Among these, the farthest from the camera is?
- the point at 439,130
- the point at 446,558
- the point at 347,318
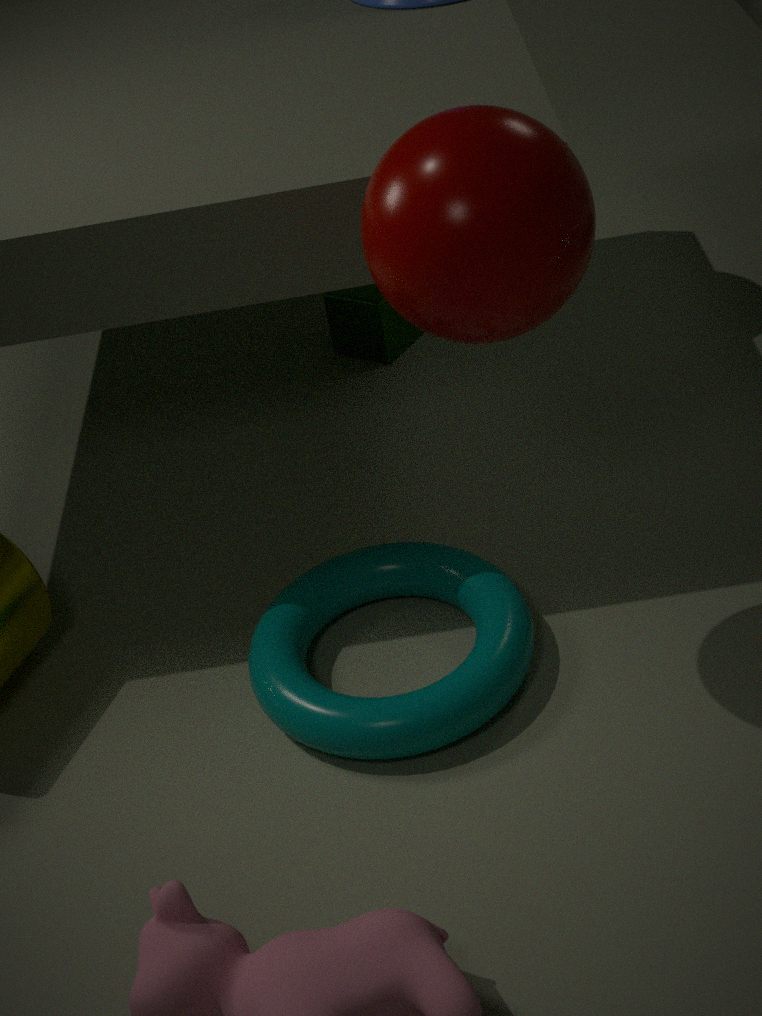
the point at 347,318
